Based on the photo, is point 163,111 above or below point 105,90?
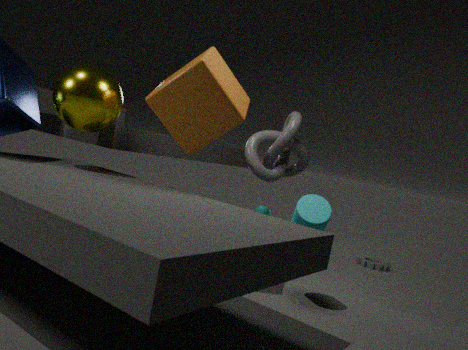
above
